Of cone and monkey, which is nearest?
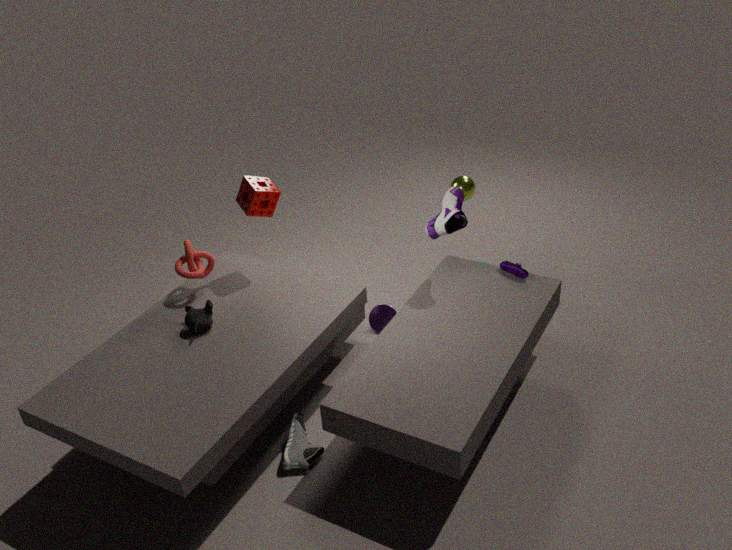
monkey
